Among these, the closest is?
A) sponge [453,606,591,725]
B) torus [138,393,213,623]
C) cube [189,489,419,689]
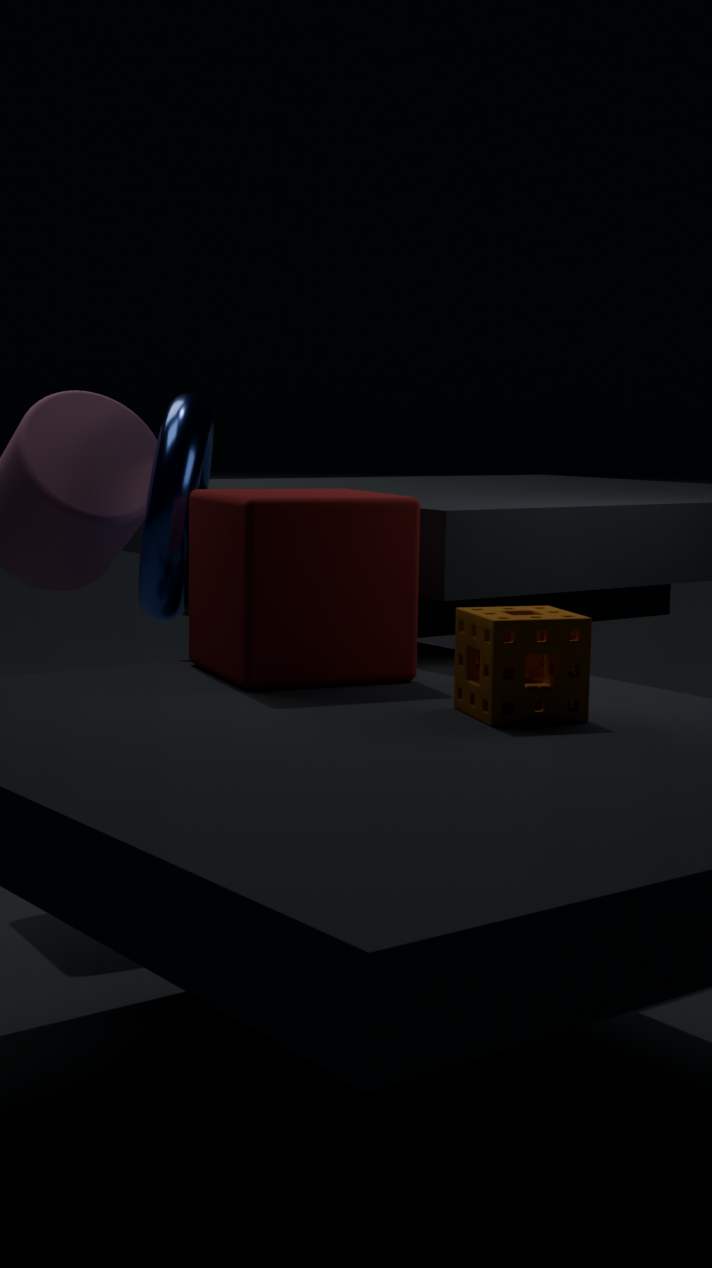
sponge [453,606,591,725]
